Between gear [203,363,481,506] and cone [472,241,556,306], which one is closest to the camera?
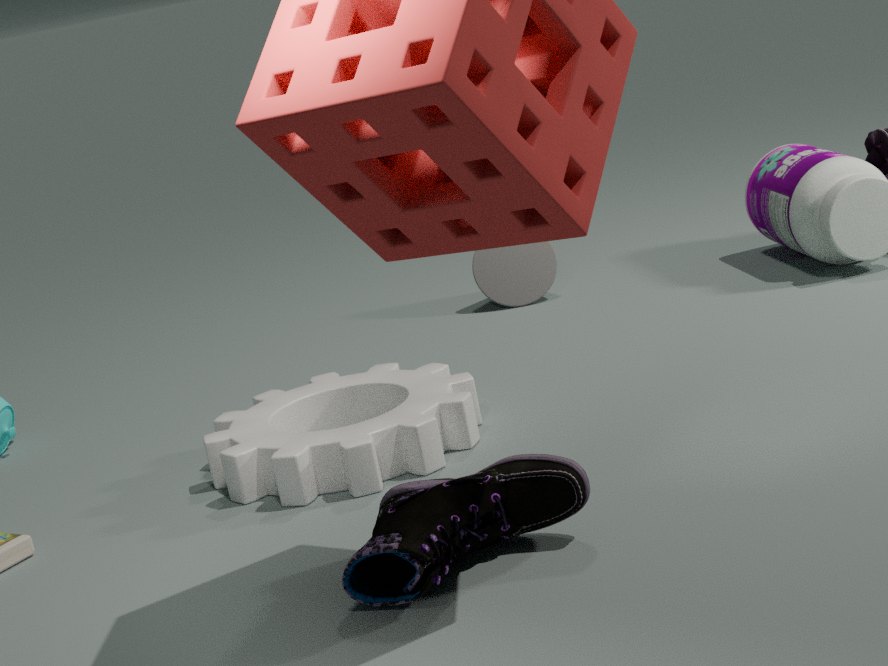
gear [203,363,481,506]
